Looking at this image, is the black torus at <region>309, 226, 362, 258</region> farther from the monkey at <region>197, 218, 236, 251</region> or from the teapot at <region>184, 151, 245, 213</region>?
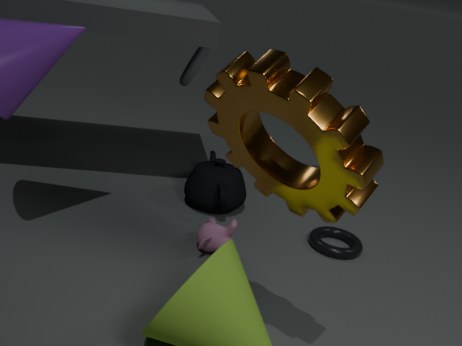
the monkey at <region>197, 218, 236, 251</region>
